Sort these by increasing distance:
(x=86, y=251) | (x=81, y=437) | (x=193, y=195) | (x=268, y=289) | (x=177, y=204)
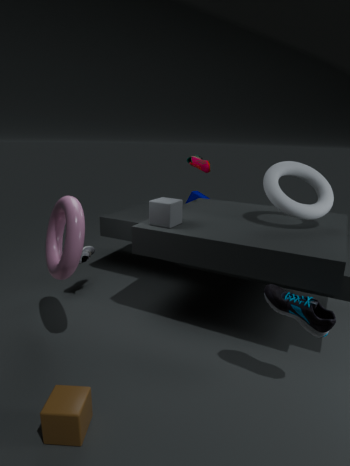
(x=81, y=437), (x=268, y=289), (x=177, y=204), (x=86, y=251), (x=193, y=195)
